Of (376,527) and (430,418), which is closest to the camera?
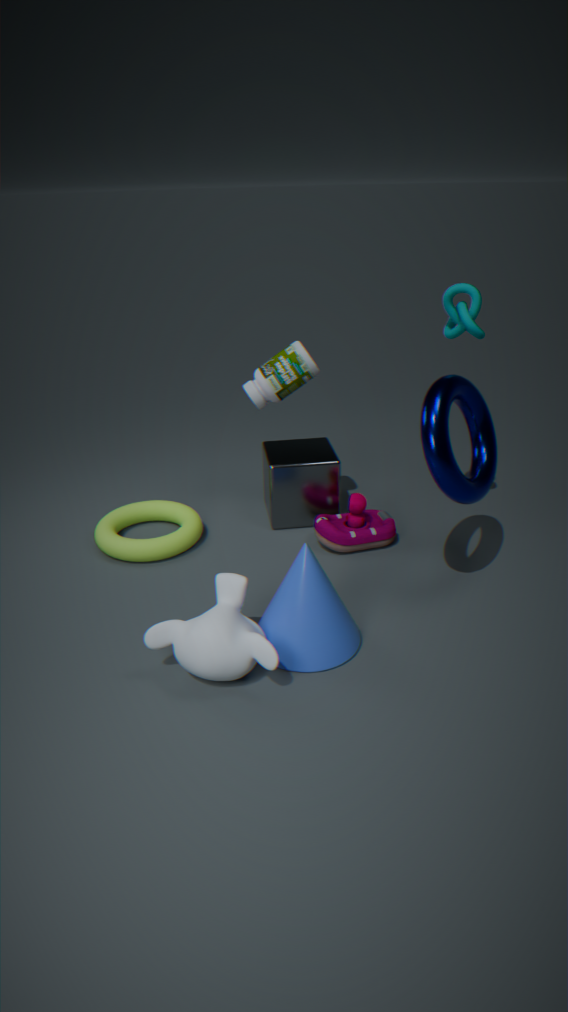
(430,418)
